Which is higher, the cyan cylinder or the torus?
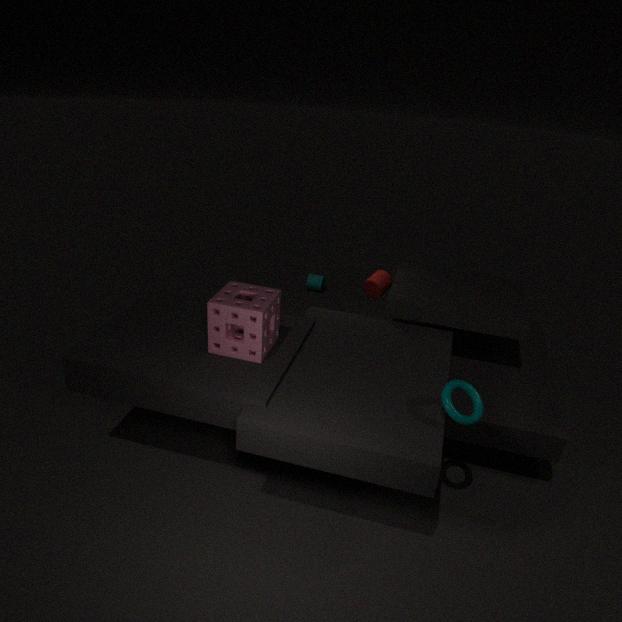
the torus
